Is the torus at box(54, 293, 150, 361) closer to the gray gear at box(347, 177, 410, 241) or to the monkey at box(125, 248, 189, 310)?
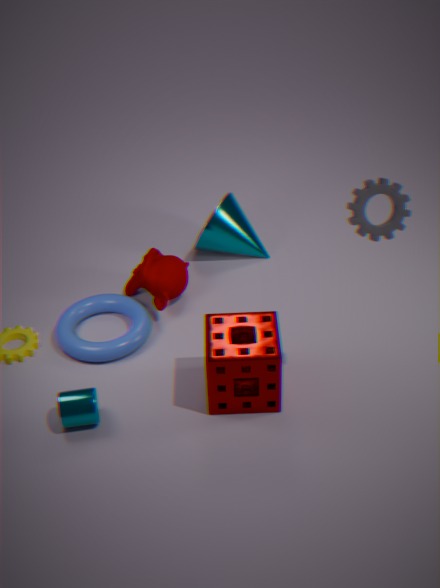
the monkey at box(125, 248, 189, 310)
